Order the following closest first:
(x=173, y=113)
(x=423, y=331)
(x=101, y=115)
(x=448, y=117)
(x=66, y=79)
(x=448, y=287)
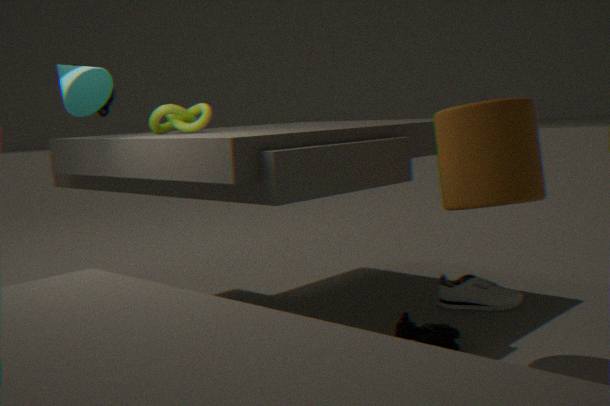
(x=448, y=117) → (x=423, y=331) → (x=66, y=79) → (x=173, y=113) → (x=101, y=115) → (x=448, y=287)
